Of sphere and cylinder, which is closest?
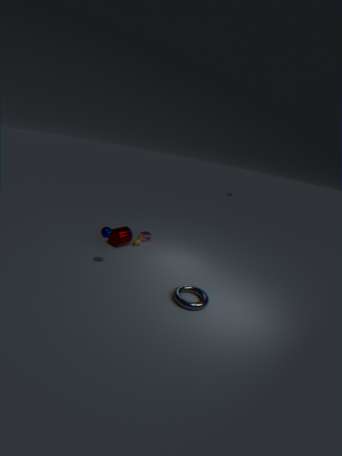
sphere
